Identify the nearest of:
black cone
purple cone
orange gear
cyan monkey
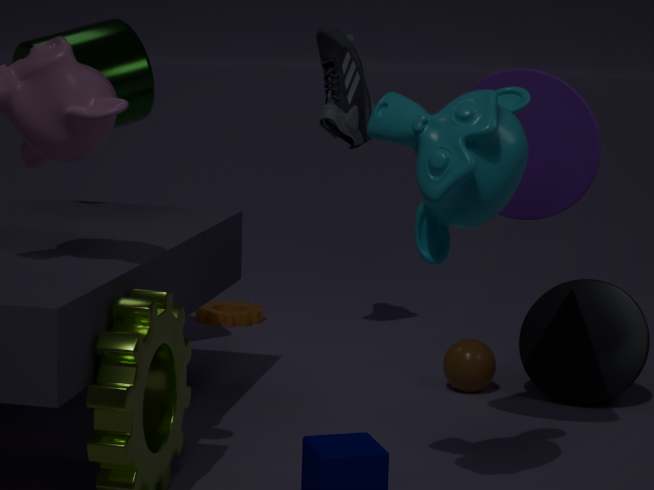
cyan monkey
